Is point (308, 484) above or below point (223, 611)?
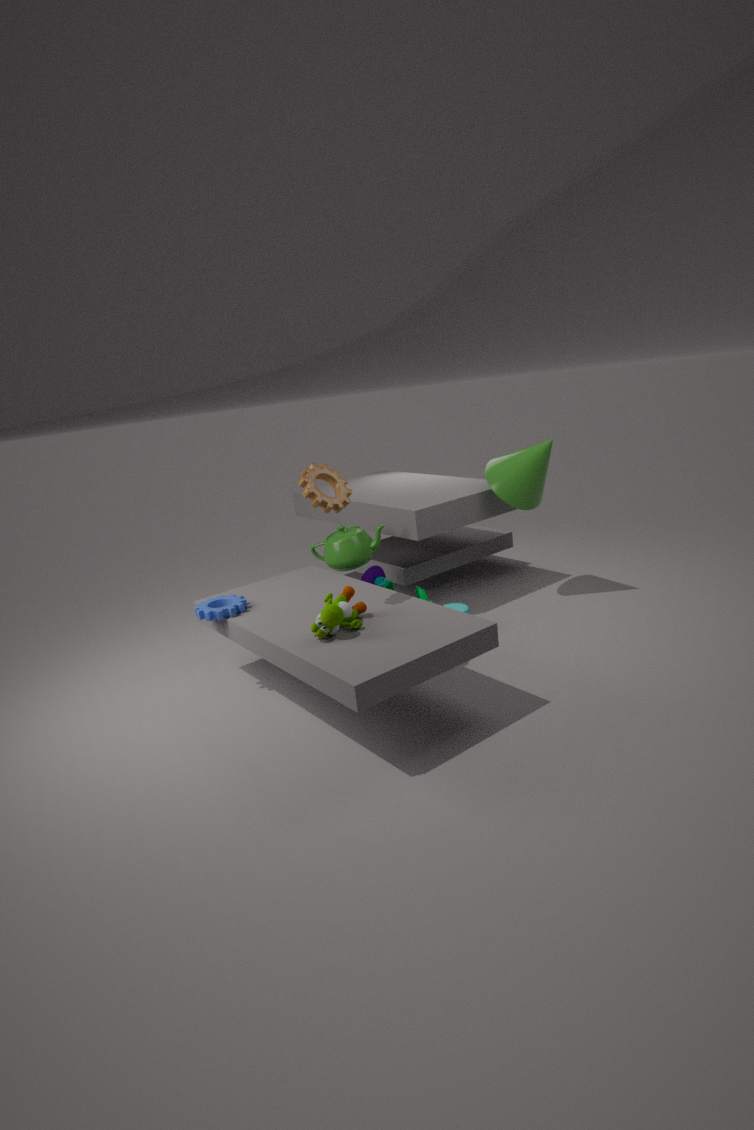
above
